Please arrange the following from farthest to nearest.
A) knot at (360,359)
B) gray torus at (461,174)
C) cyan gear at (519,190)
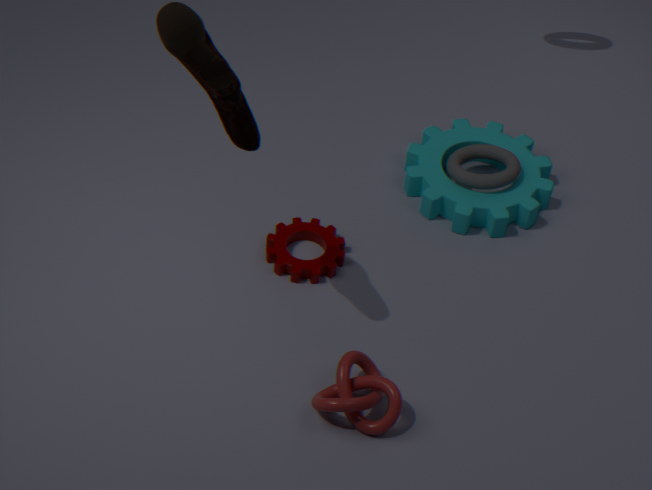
gray torus at (461,174), cyan gear at (519,190), knot at (360,359)
